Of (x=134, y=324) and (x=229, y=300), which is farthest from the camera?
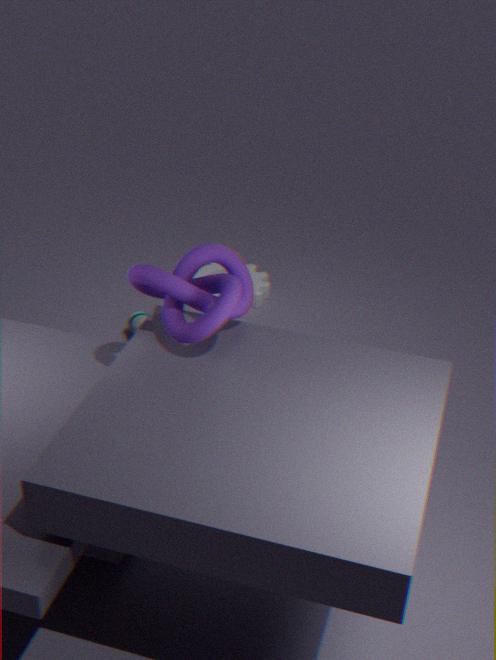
(x=134, y=324)
